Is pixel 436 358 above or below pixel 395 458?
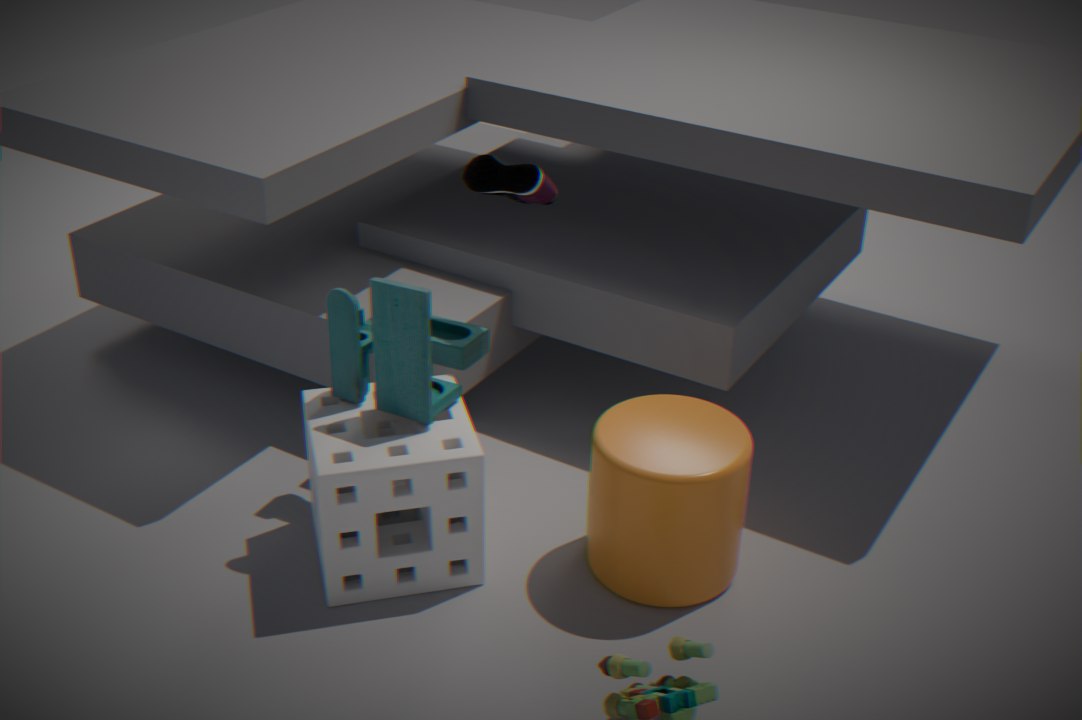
above
